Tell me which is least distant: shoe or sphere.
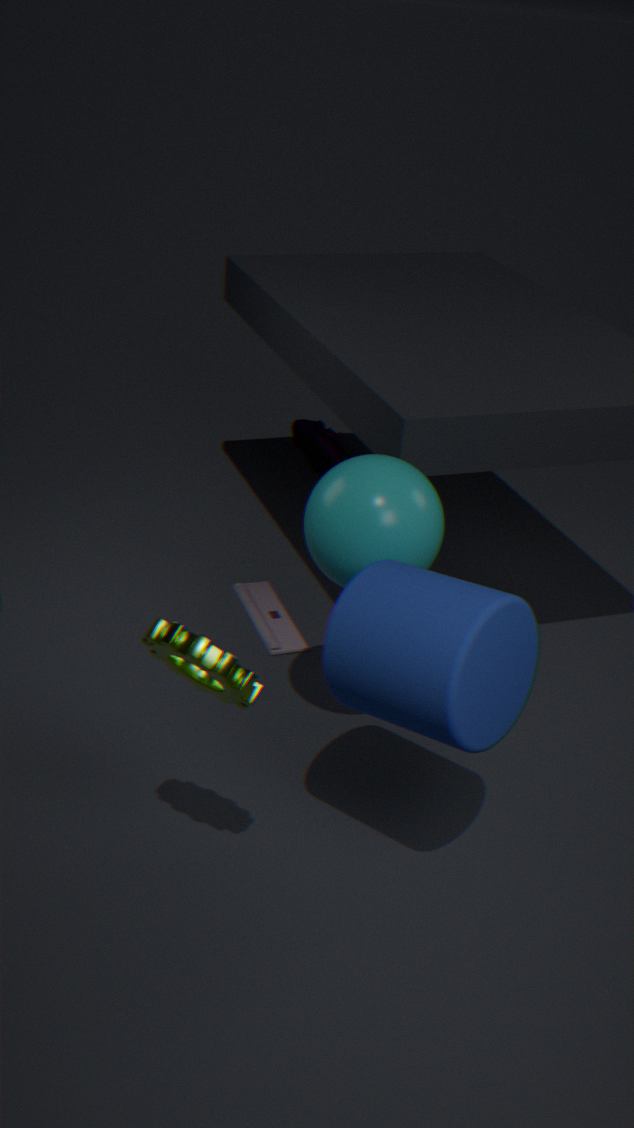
sphere
